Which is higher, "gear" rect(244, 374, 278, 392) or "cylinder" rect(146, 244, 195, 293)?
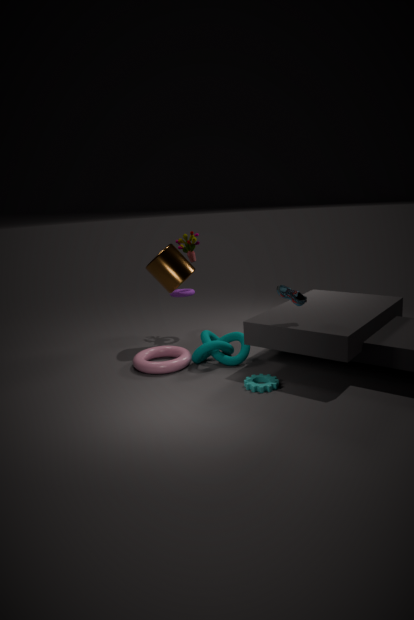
"cylinder" rect(146, 244, 195, 293)
